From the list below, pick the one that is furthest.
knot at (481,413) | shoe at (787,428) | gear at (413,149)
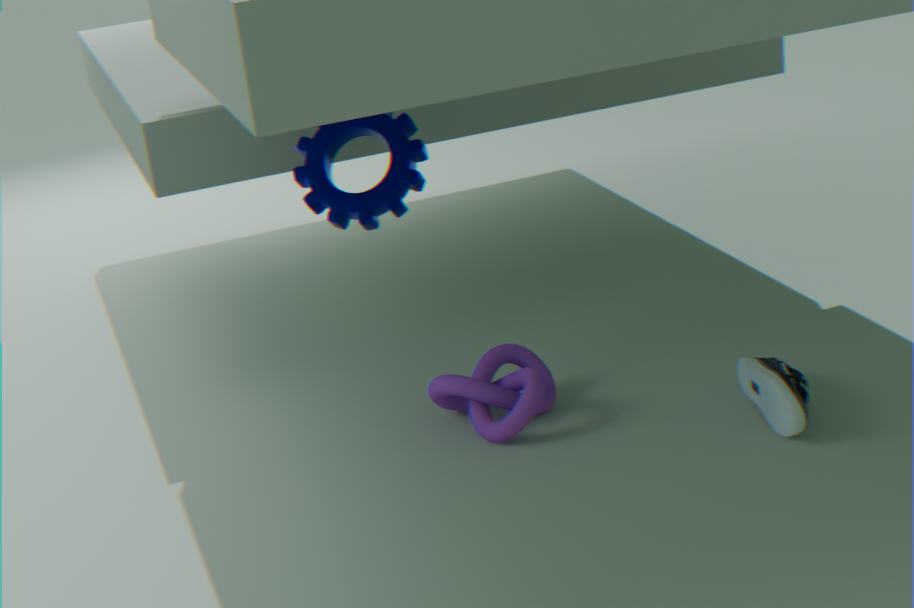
gear at (413,149)
